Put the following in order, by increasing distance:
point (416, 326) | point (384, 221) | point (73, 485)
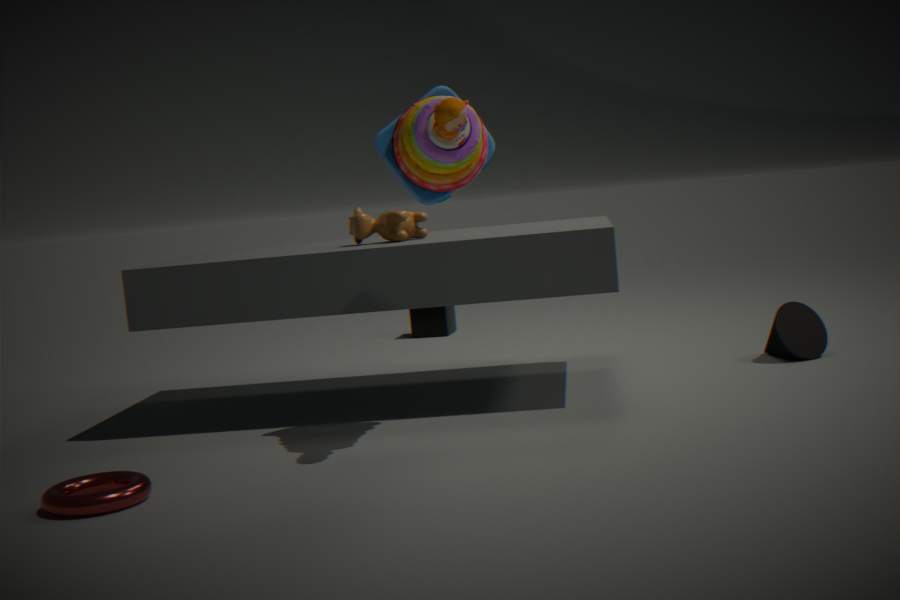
point (73, 485)
point (384, 221)
point (416, 326)
